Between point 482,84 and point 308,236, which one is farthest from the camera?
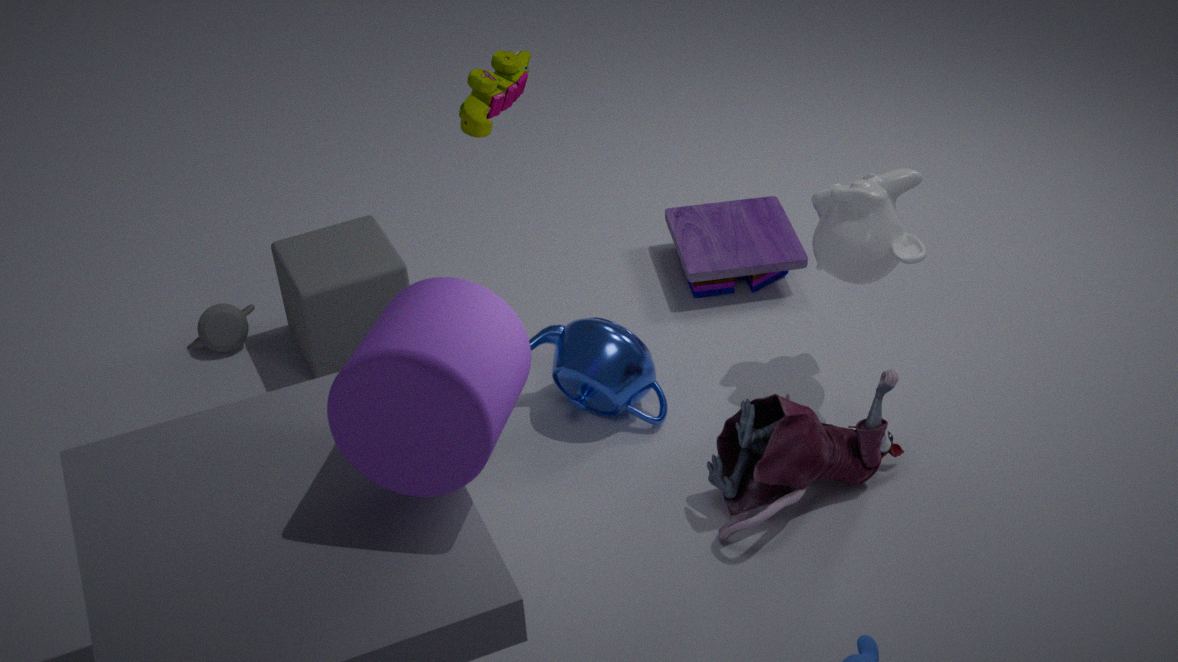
point 308,236
